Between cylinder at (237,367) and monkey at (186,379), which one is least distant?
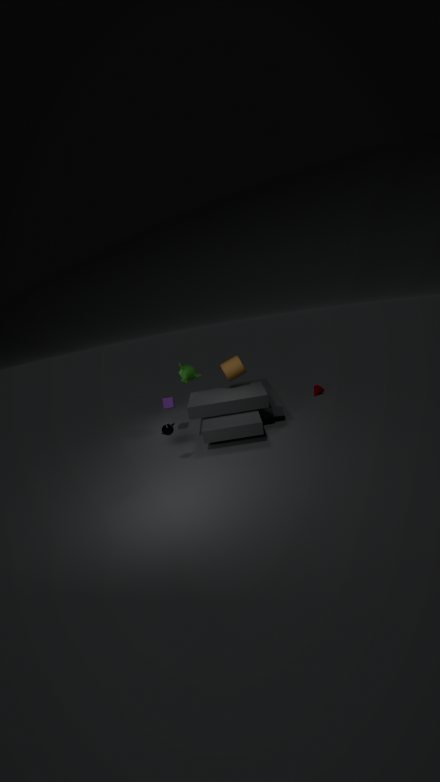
cylinder at (237,367)
